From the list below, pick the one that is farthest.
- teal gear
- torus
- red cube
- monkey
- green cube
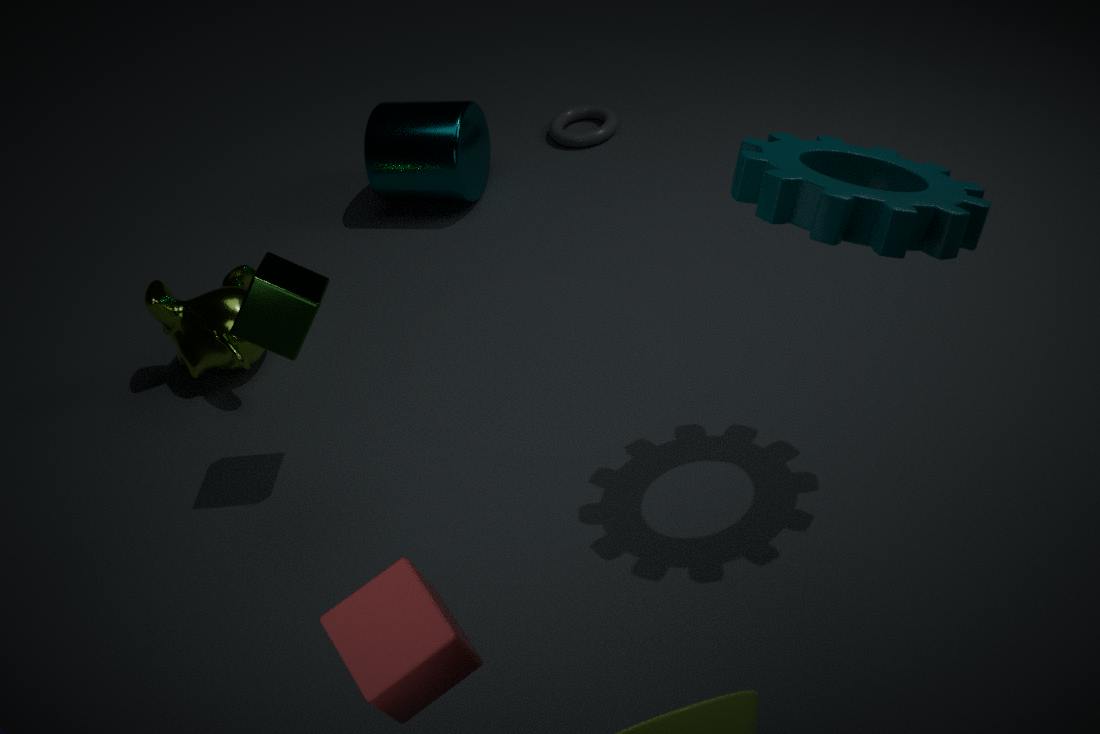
torus
